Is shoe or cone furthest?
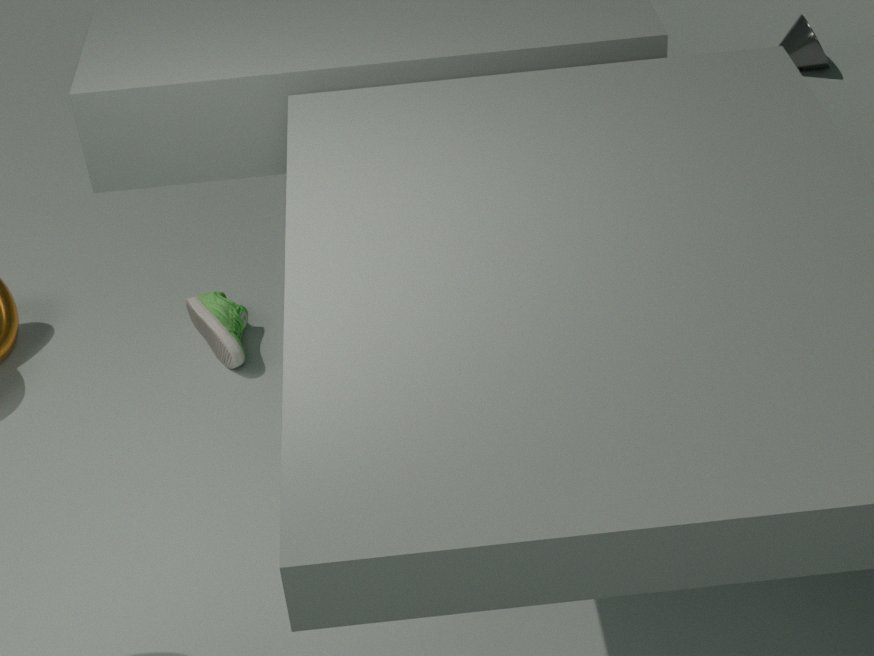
cone
